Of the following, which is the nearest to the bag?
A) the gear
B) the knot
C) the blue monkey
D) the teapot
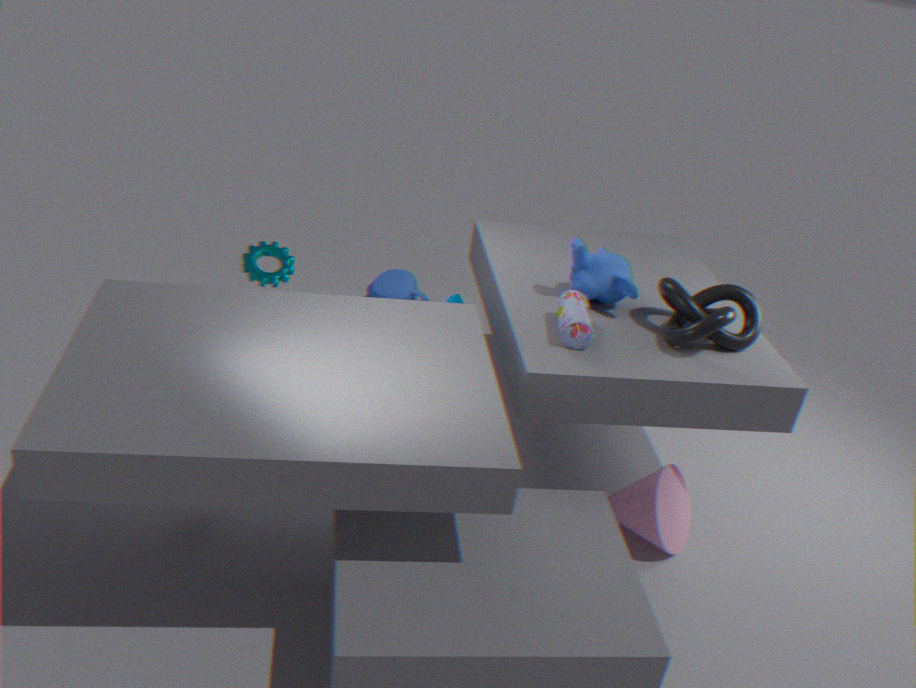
the blue monkey
